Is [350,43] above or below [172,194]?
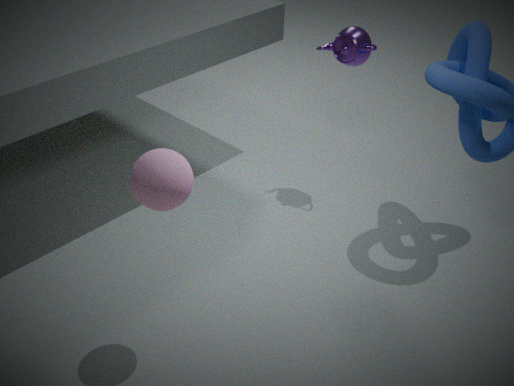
above
